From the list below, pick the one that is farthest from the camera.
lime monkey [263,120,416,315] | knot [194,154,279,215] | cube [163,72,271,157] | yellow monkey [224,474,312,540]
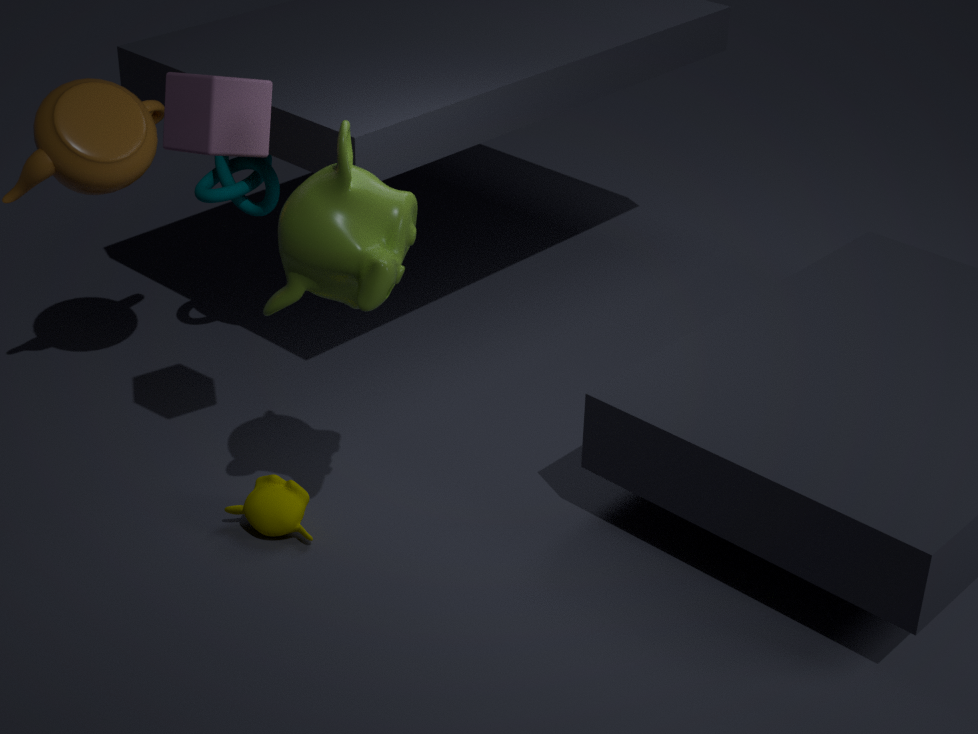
knot [194,154,279,215]
